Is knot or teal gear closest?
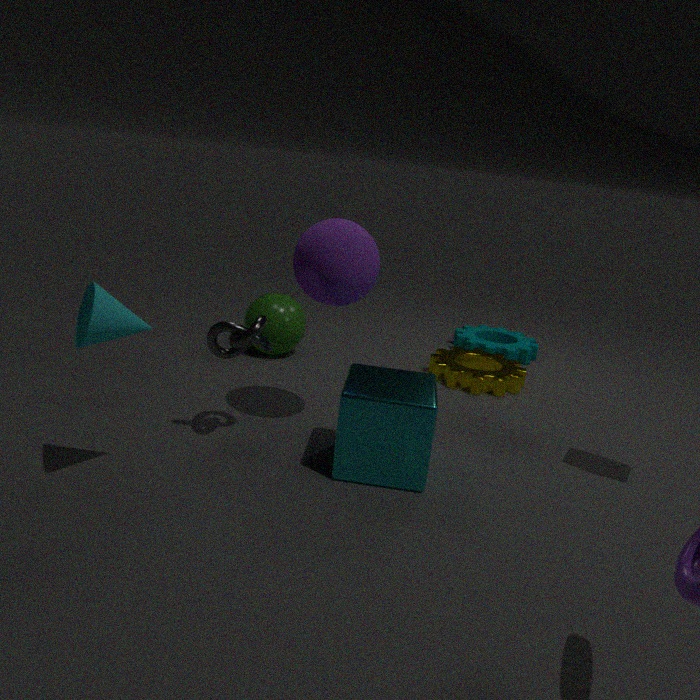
knot
